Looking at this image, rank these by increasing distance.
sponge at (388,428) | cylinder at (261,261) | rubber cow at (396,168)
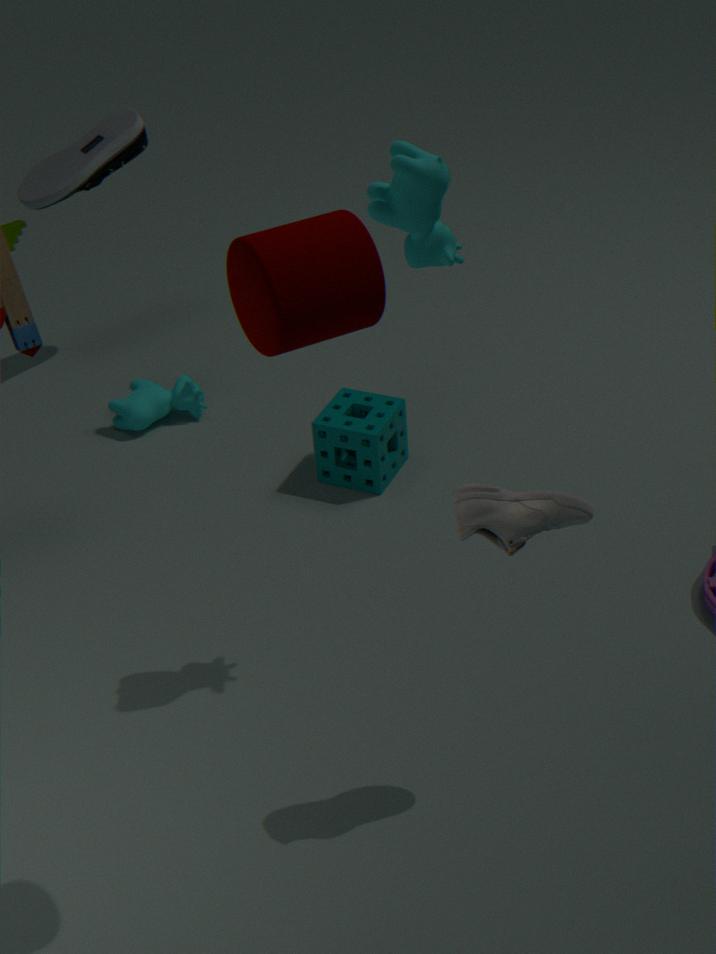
cylinder at (261,261) < rubber cow at (396,168) < sponge at (388,428)
